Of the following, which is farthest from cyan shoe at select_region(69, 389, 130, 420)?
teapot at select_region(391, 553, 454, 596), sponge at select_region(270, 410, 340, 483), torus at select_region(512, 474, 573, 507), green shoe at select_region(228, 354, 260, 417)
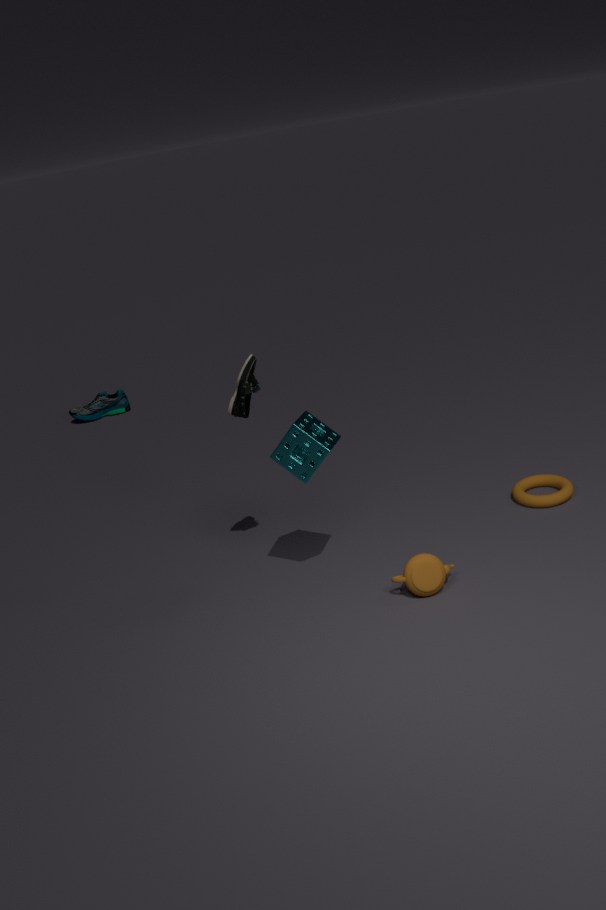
teapot at select_region(391, 553, 454, 596)
